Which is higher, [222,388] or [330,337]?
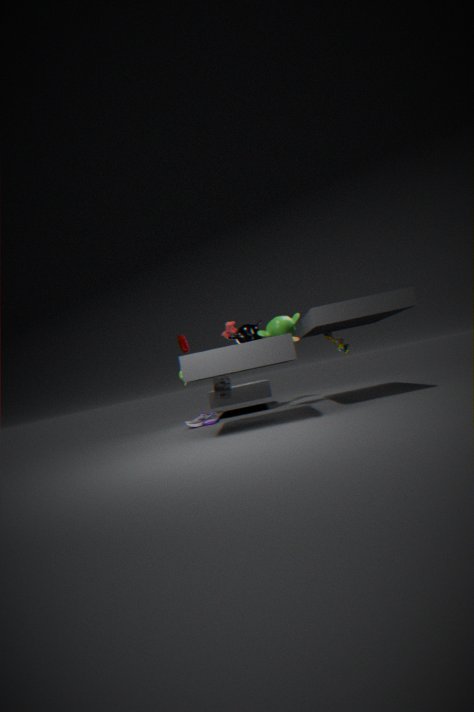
[330,337]
